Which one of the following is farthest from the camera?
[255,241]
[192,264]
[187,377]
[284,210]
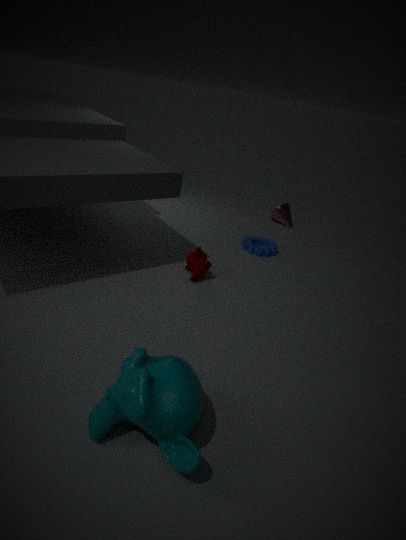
[284,210]
